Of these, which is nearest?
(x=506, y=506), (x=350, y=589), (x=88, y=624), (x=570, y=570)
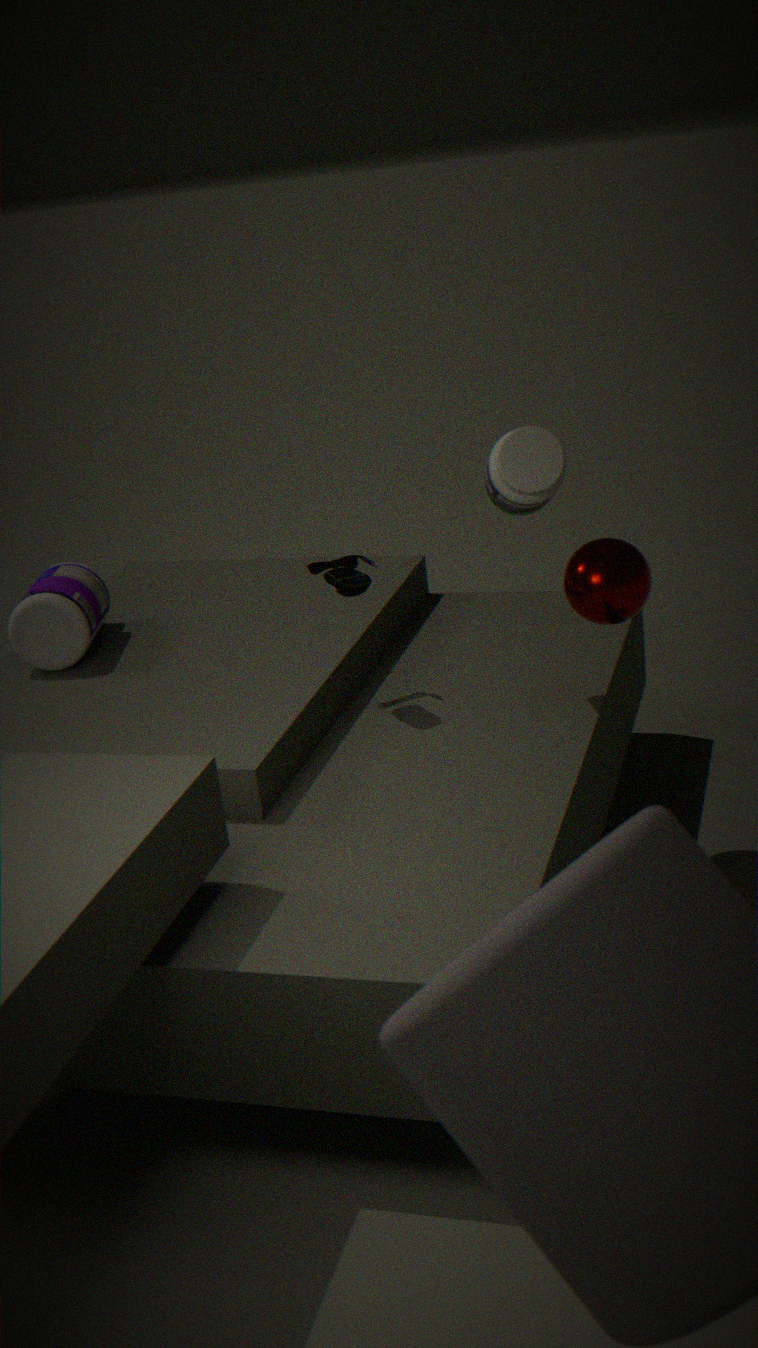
(x=506, y=506)
